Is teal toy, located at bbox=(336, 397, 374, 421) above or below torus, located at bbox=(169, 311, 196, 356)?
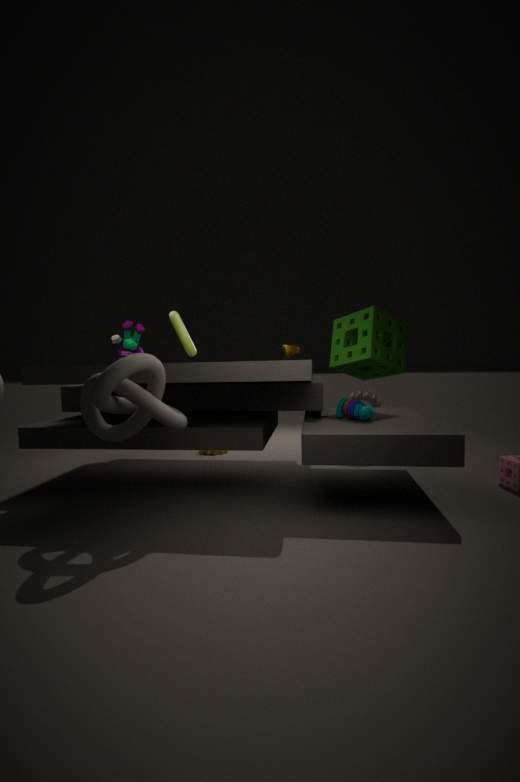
below
